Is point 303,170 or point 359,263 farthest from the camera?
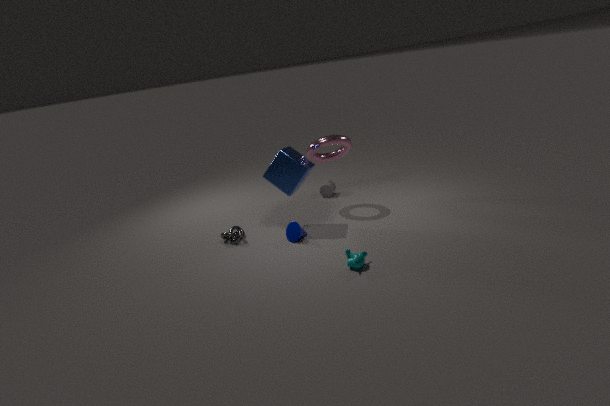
point 303,170
